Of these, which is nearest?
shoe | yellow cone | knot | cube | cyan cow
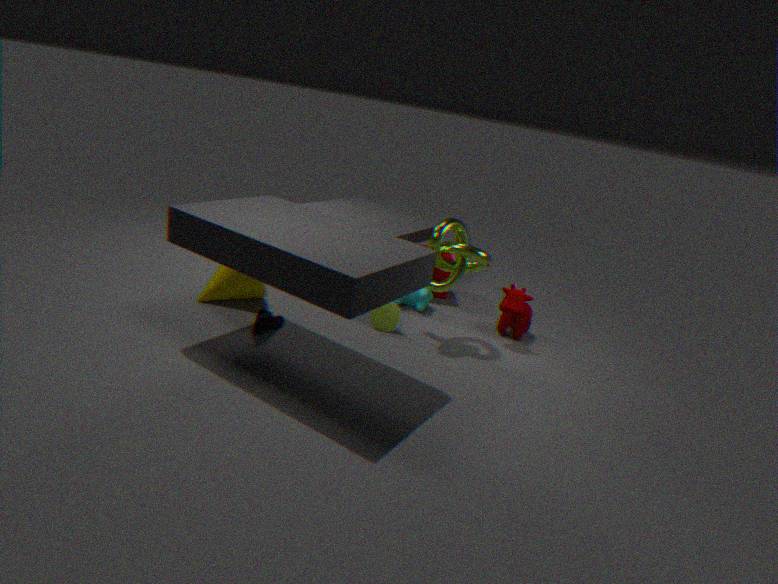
shoe
